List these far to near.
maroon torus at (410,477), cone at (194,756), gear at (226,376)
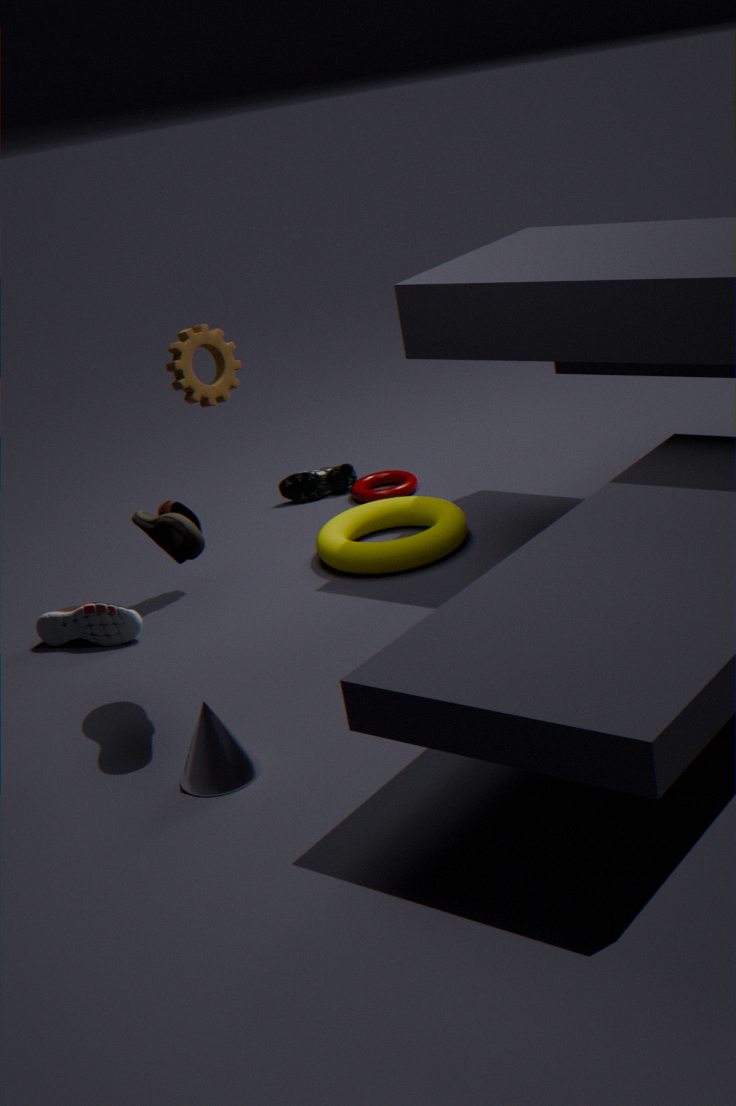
maroon torus at (410,477) → gear at (226,376) → cone at (194,756)
